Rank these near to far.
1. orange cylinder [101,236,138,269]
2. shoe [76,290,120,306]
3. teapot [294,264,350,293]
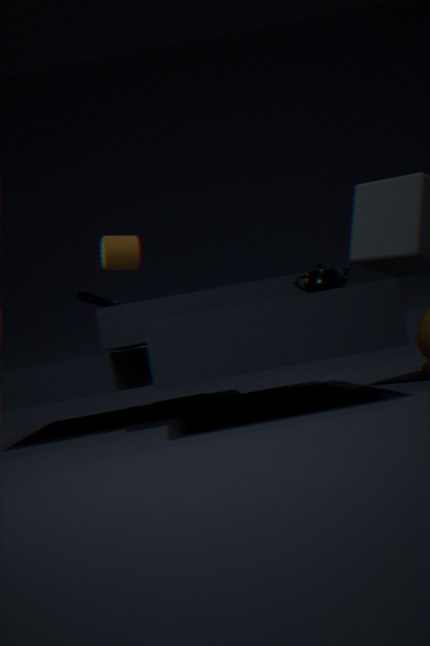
teapot [294,264,350,293] → orange cylinder [101,236,138,269] → shoe [76,290,120,306]
